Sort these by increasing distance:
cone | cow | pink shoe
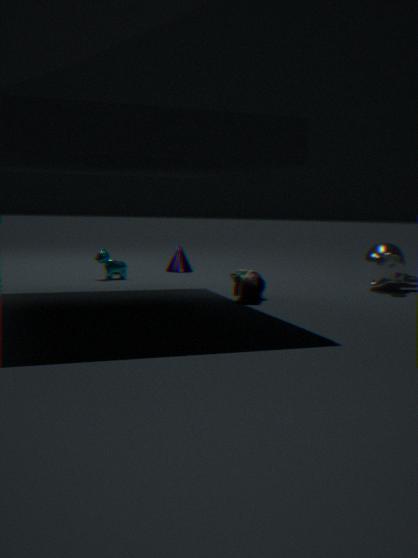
pink shoe → cow → cone
